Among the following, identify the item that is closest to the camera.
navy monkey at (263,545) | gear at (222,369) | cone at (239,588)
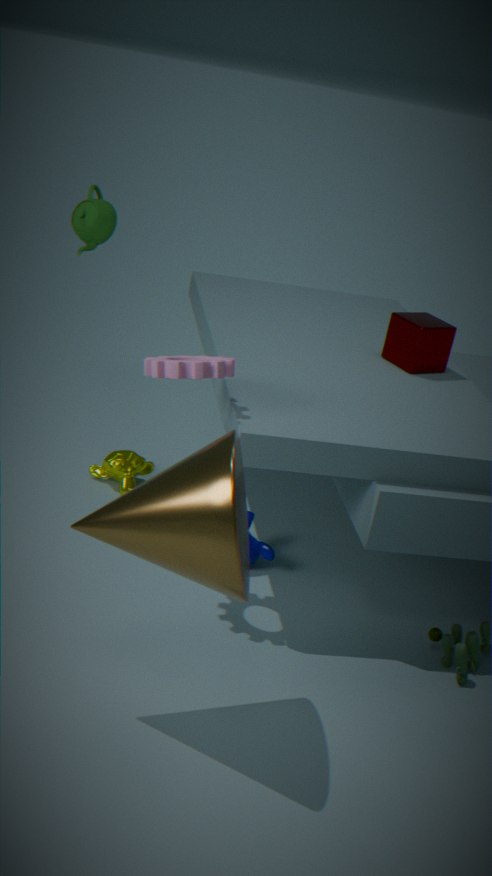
cone at (239,588)
